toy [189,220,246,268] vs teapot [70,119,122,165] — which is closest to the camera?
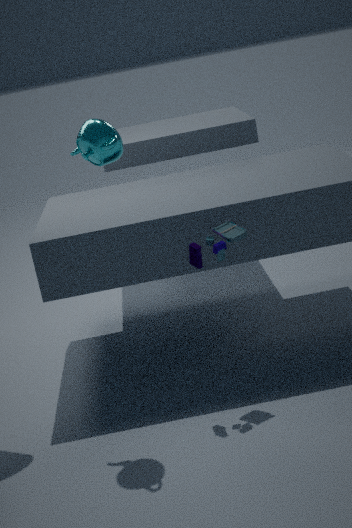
teapot [70,119,122,165]
